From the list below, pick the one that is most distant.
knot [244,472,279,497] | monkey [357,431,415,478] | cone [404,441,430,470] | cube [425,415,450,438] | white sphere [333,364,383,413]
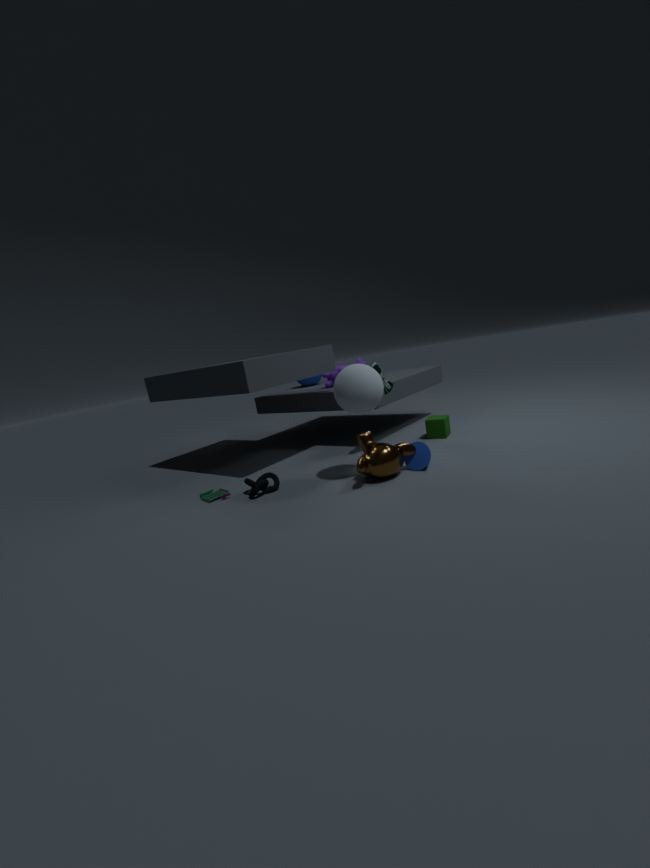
cube [425,415,450,438]
